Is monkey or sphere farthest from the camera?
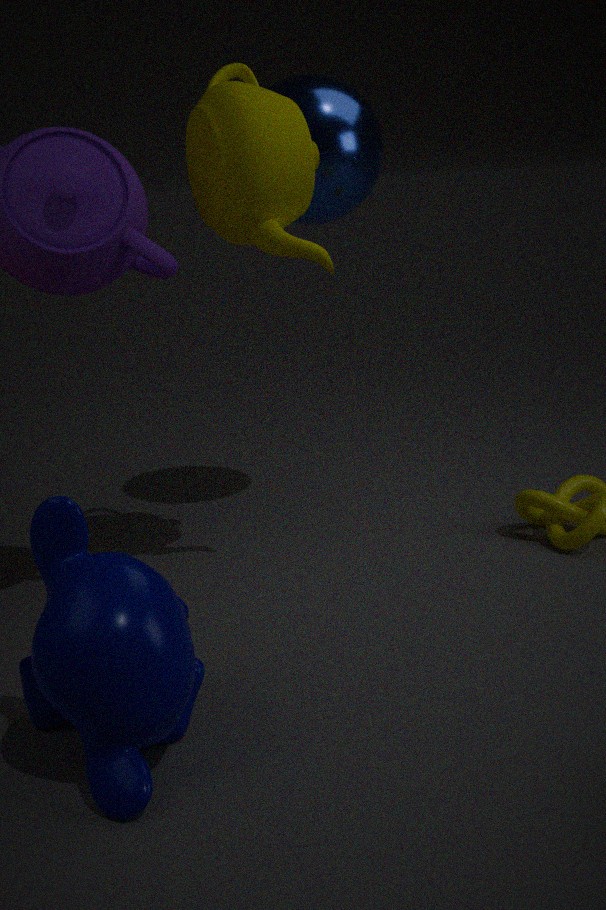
sphere
